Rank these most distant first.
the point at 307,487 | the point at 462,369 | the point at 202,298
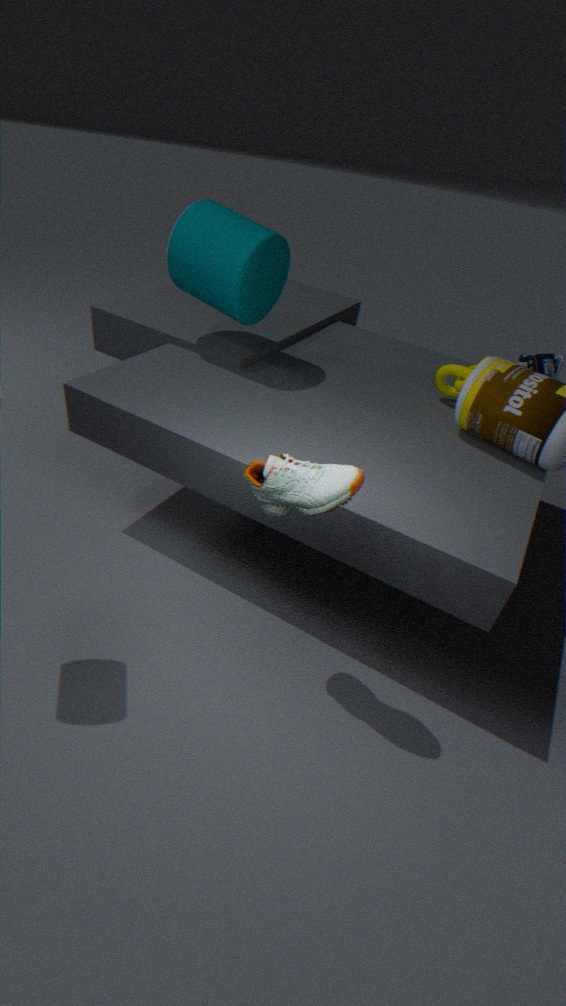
the point at 202,298 → the point at 462,369 → the point at 307,487
